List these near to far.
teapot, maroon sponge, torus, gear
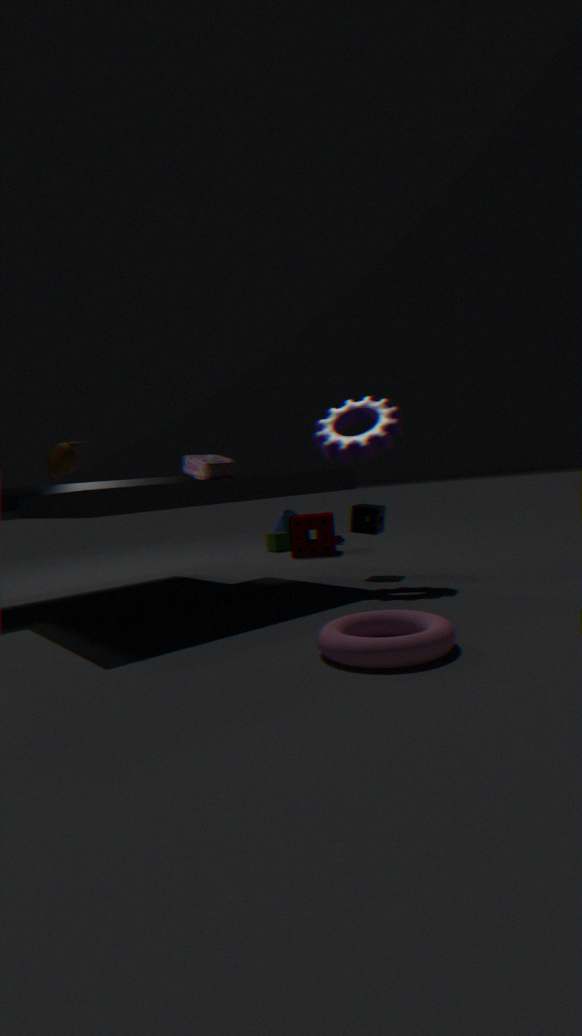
torus
teapot
gear
maroon sponge
